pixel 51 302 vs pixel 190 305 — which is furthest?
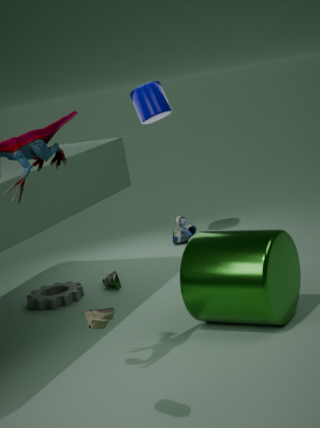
pixel 51 302
